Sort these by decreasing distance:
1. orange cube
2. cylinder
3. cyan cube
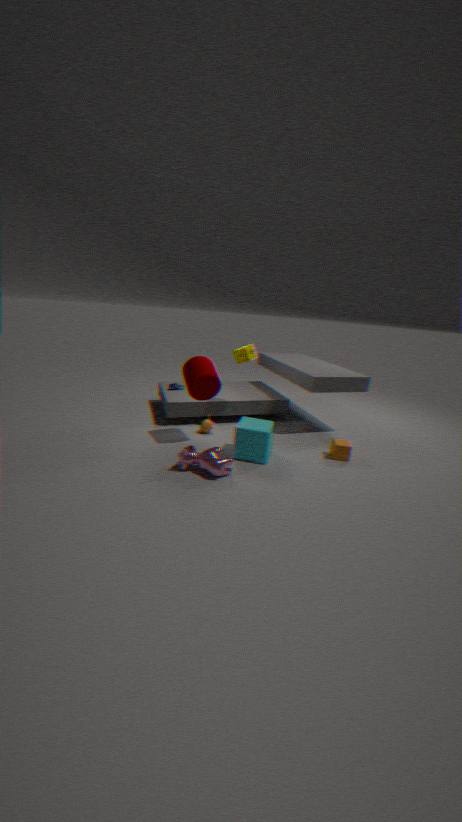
orange cube
cylinder
cyan cube
